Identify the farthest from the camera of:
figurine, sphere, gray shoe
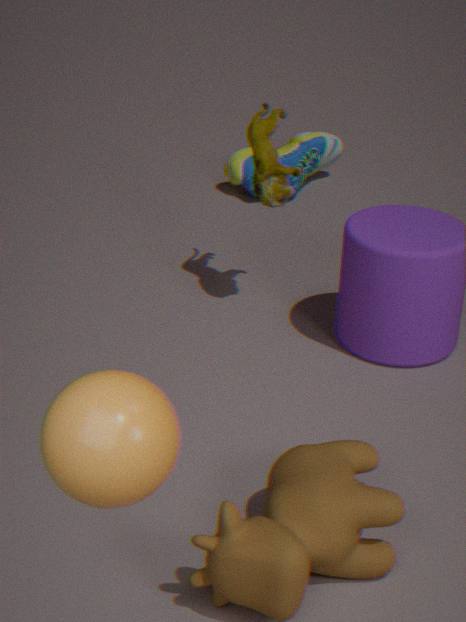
gray shoe
